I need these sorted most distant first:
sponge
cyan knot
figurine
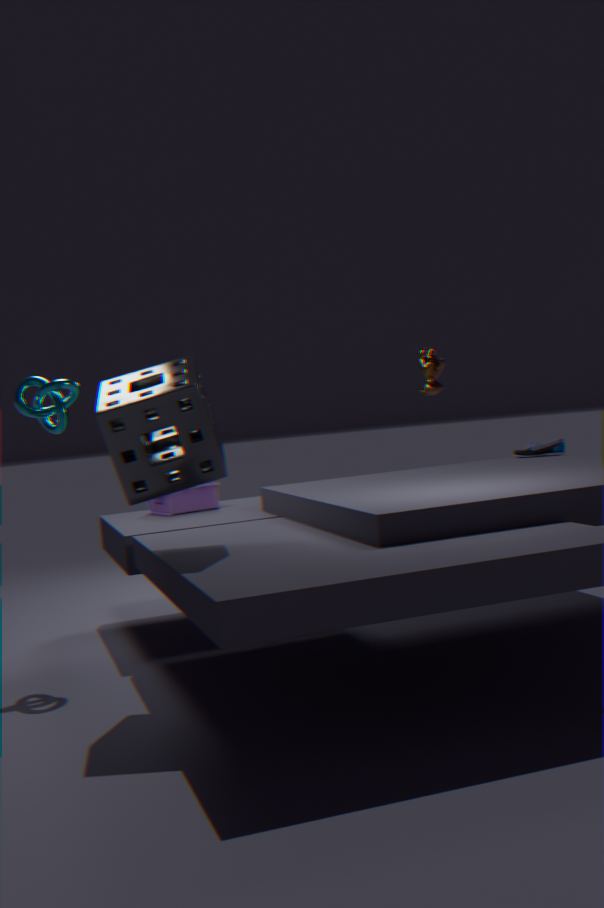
figurine < cyan knot < sponge
